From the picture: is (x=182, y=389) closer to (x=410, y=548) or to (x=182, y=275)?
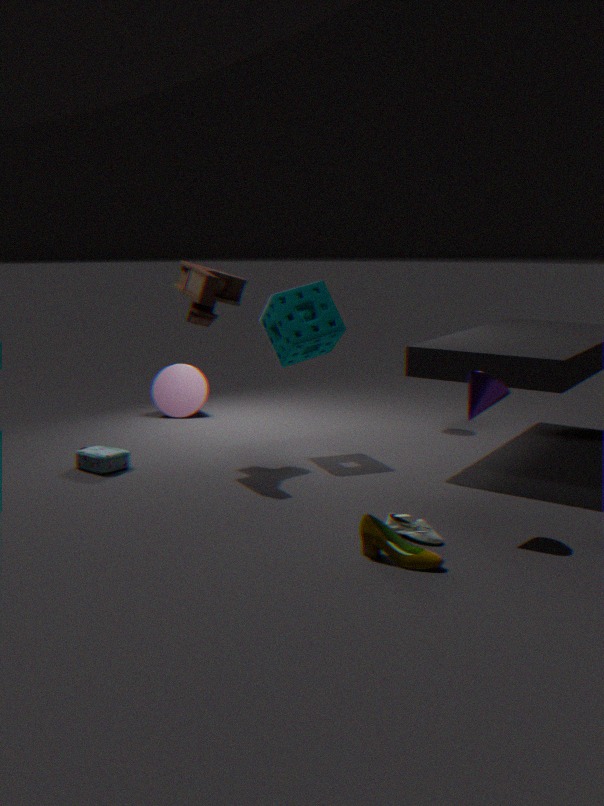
(x=182, y=275)
